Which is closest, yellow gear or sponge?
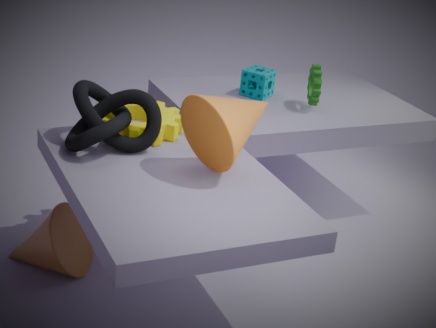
yellow gear
